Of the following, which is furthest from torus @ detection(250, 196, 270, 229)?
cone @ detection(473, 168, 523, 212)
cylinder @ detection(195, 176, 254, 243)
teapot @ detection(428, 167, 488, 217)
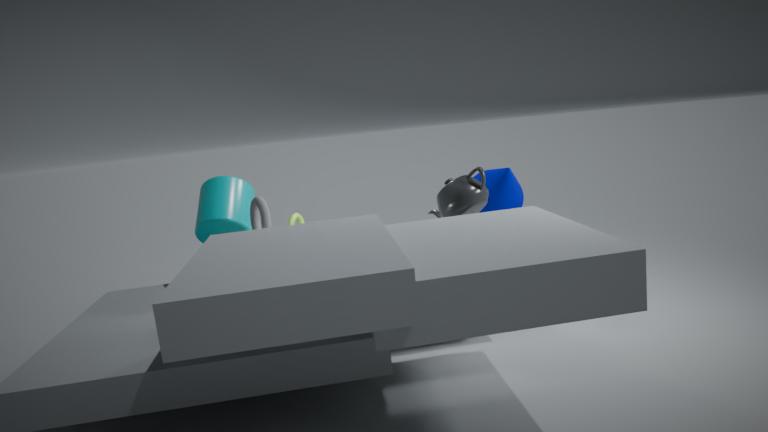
cone @ detection(473, 168, 523, 212)
